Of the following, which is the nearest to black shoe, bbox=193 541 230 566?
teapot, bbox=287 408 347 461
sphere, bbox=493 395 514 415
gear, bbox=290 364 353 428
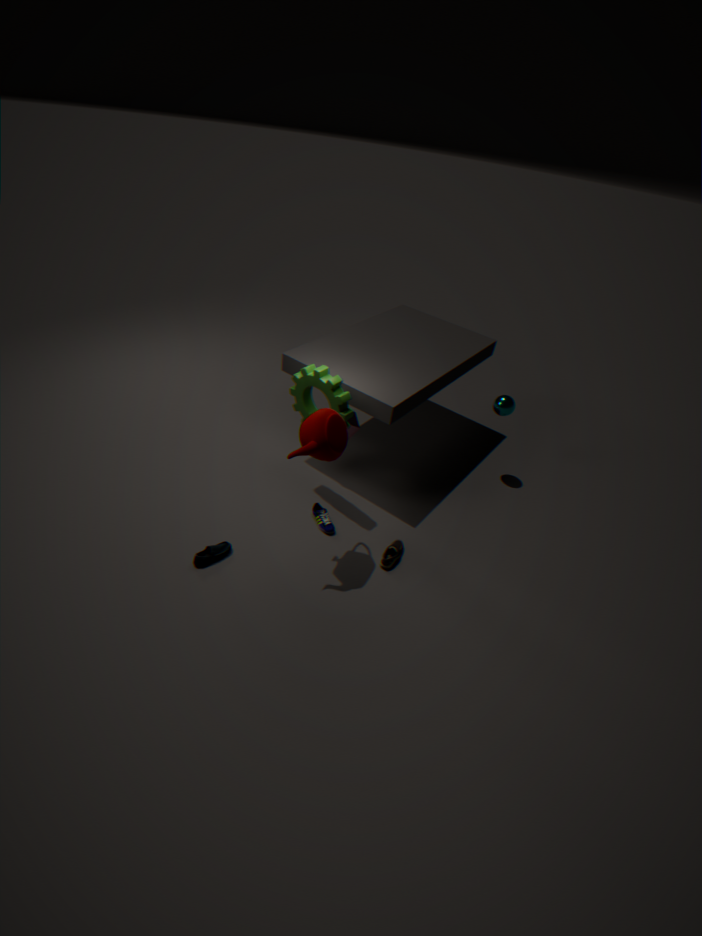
teapot, bbox=287 408 347 461
